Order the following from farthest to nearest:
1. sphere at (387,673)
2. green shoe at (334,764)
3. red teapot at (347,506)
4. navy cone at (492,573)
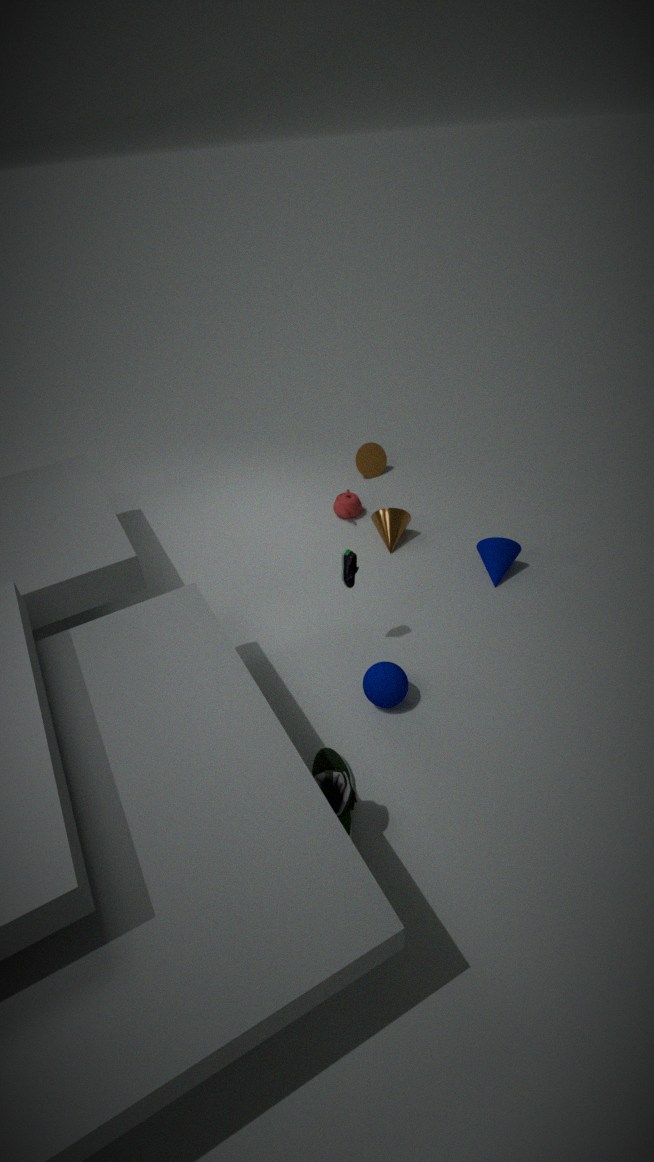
red teapot at (347,506), navy cone at (492,573), sphere at (387,673), green shoe at (334,764)
